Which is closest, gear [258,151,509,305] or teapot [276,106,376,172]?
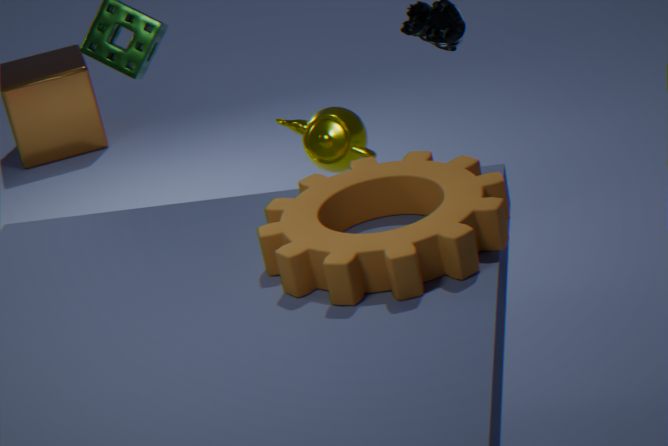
gear [258,151,509,305]
